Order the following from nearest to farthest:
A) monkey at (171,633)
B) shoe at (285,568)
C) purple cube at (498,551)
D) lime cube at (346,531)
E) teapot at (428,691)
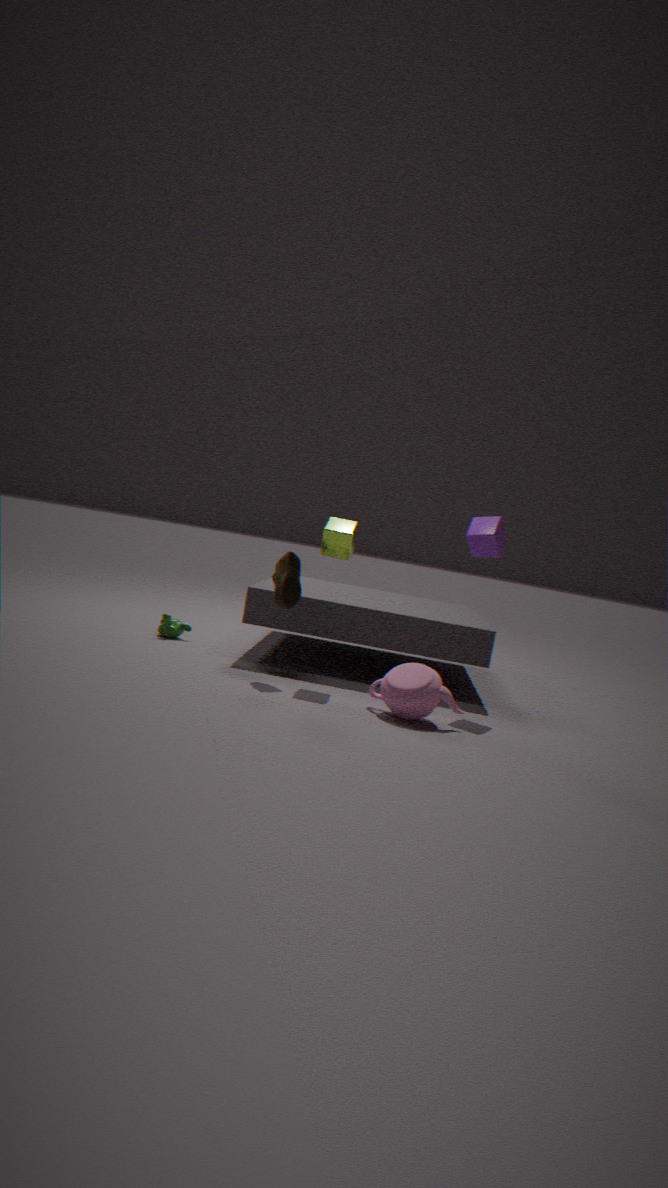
teapot at (428,691) → shoe at (285,568) → lime cube at (346,531) → purple cube at (498,551) → monkey at (171,633)
